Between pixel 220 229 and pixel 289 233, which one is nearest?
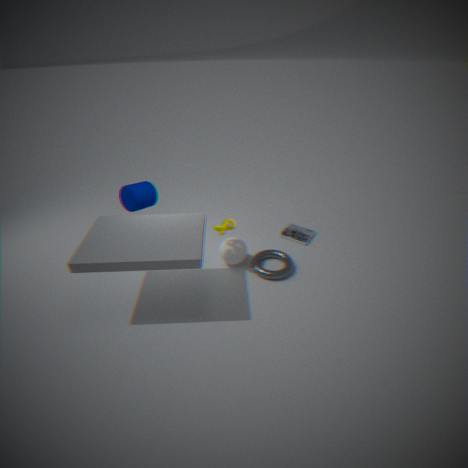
pixel 220 229
